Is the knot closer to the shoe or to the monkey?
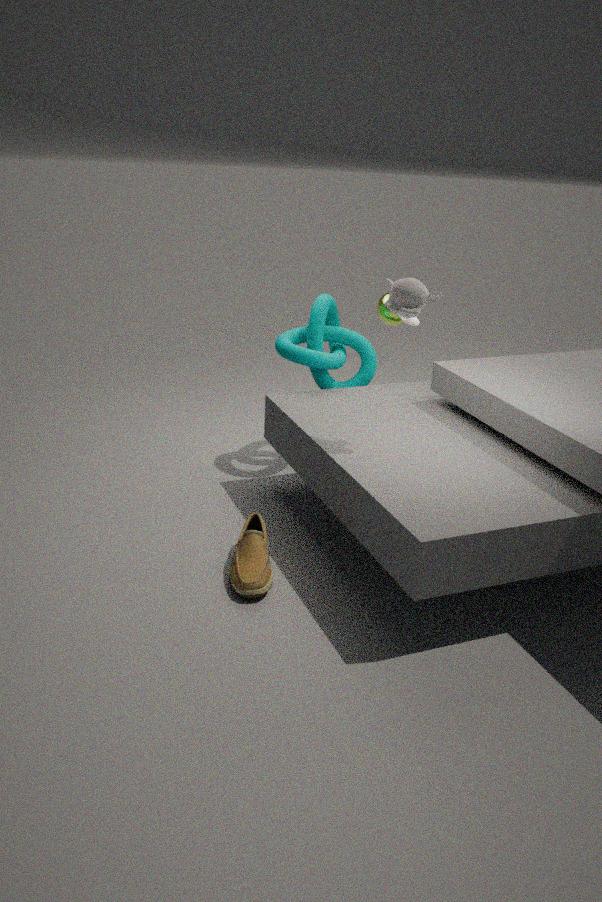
the monkey
